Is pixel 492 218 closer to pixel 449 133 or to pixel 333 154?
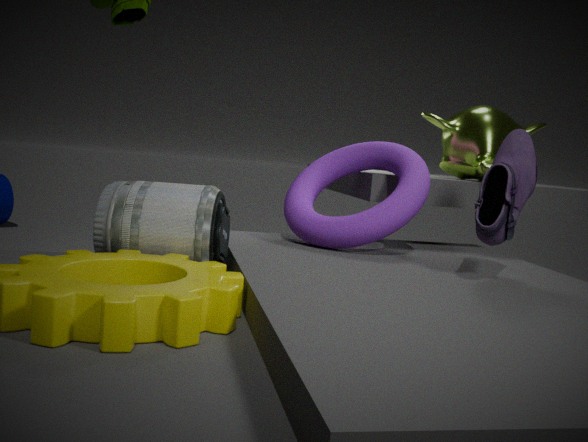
pixel 333 154
